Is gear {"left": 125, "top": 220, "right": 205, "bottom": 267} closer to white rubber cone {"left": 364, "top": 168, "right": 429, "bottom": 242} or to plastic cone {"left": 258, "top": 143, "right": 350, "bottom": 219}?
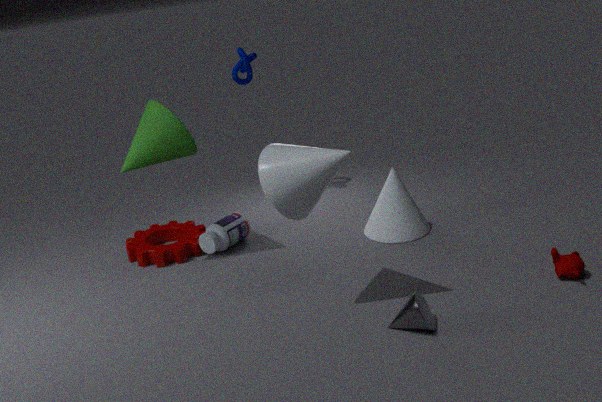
white rubber cone {"left": 364, "top": 168, "right": 429, "bottom": 242}
